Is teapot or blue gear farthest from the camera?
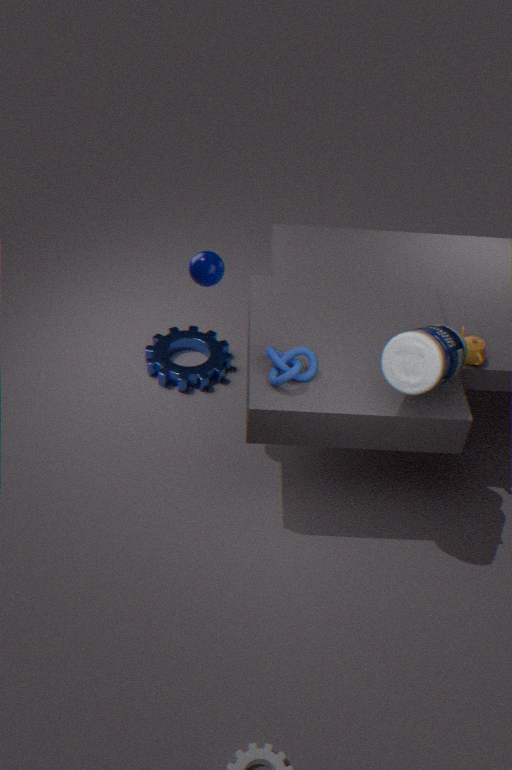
blue gear
